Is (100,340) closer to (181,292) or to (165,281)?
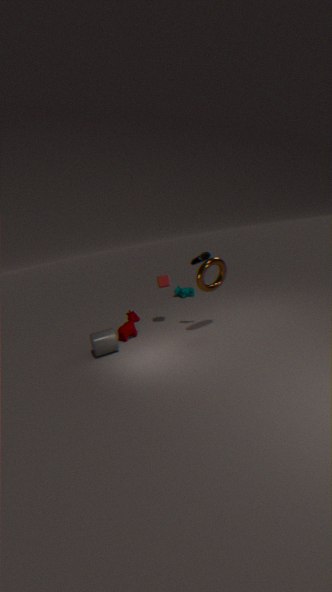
(165,281)
